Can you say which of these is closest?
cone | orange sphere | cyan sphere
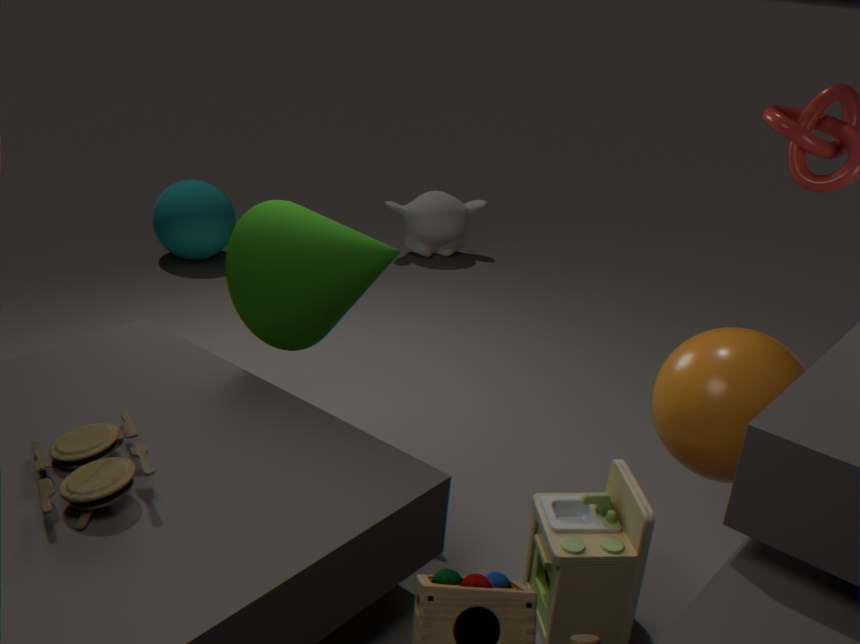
orange sphere
